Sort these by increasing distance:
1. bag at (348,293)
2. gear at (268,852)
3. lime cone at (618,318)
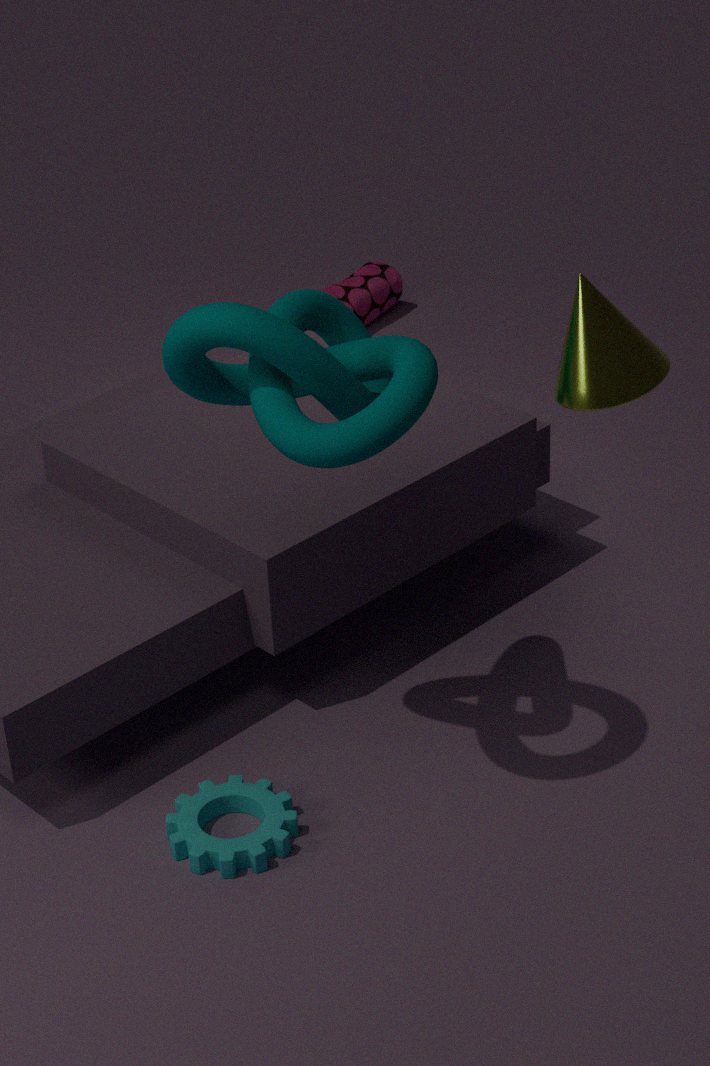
lime cone at (618,318)
gear at (268,852)
bag at (348,293)
